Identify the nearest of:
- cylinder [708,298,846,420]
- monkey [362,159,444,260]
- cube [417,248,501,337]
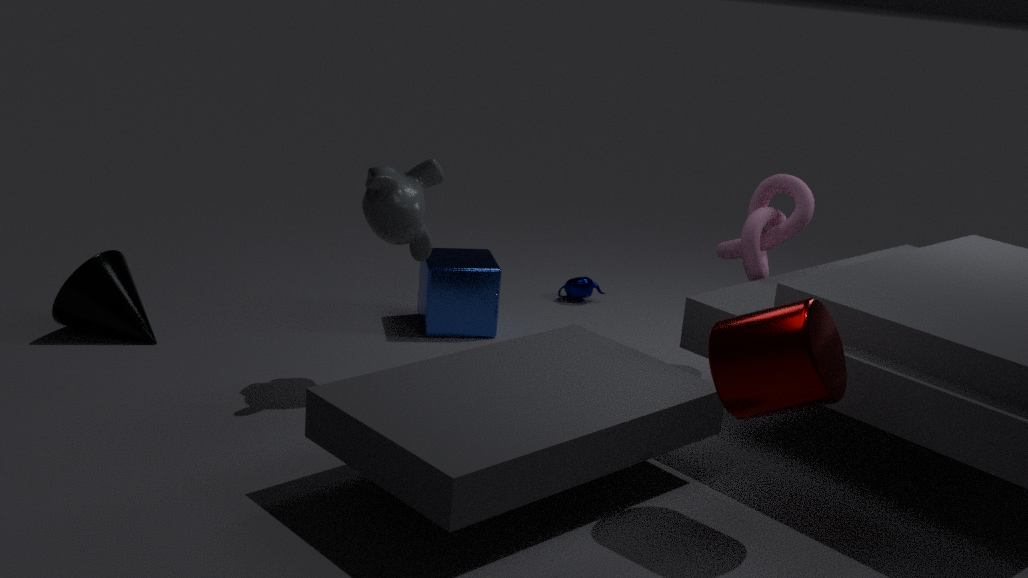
cylinder [708,298,846,420]
